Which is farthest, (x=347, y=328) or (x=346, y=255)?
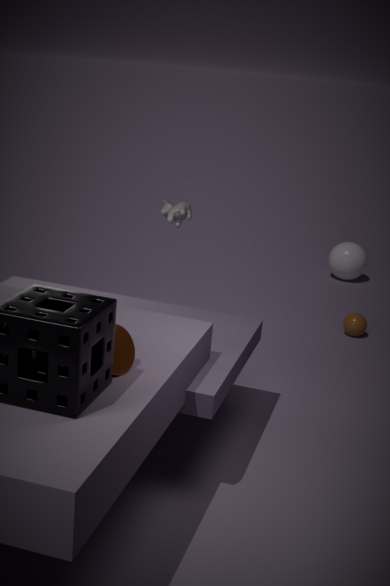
(x=346, y=255)
